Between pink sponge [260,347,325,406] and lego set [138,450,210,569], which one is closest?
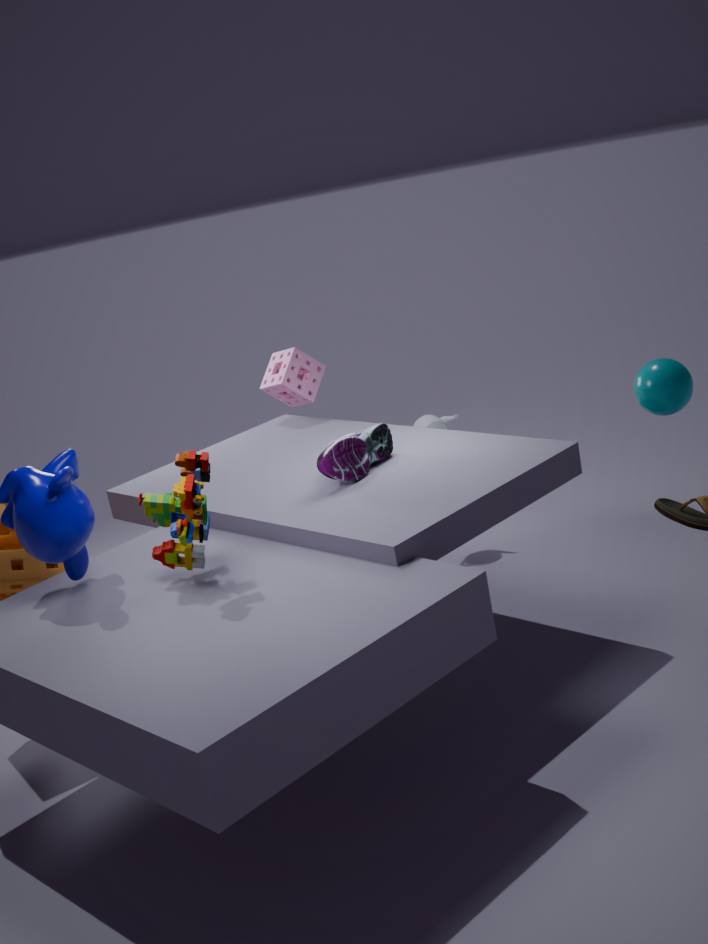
lego set [138,450,210,569]
